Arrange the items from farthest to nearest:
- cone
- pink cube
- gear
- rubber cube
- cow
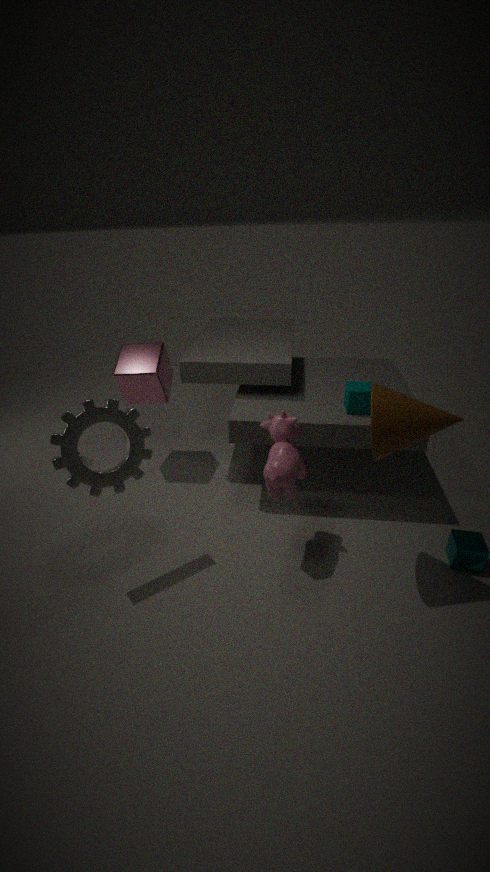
pink cube, rubber cube, cow, gear, cone
